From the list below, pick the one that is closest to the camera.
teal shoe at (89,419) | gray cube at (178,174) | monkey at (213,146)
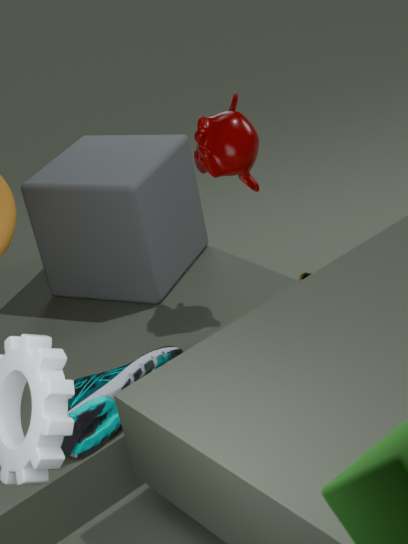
teal shoe at (89,419)
